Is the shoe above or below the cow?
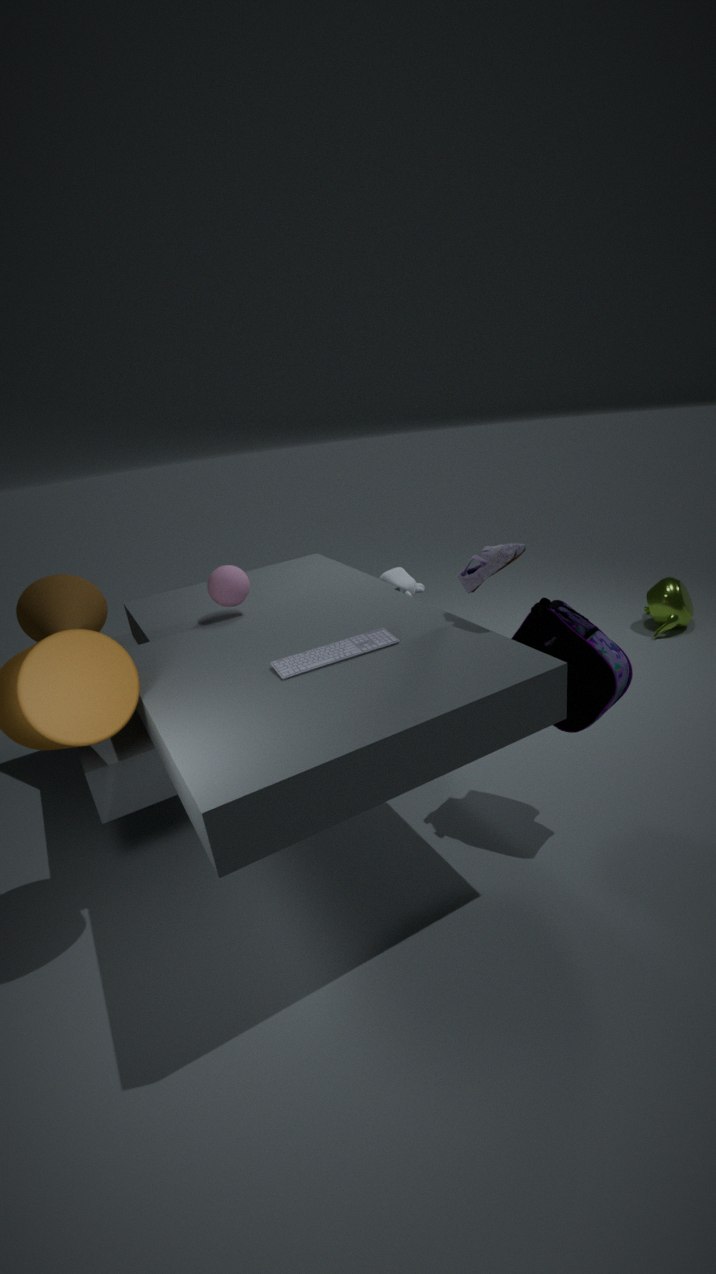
above
